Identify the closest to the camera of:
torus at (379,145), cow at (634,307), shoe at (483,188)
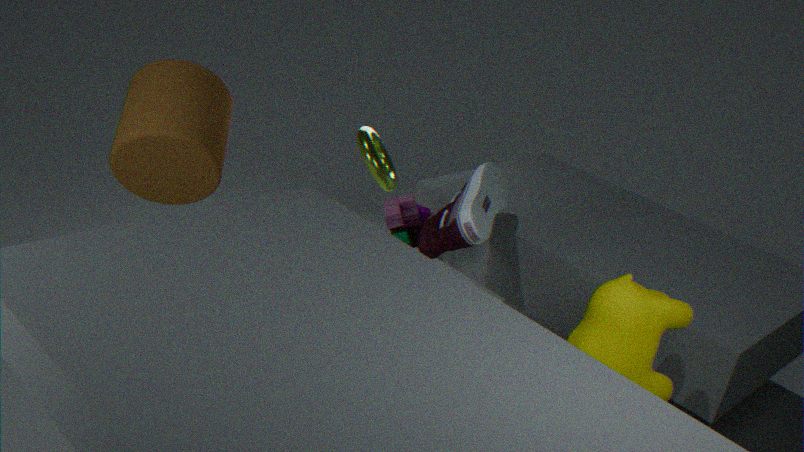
cow at (634,307)
